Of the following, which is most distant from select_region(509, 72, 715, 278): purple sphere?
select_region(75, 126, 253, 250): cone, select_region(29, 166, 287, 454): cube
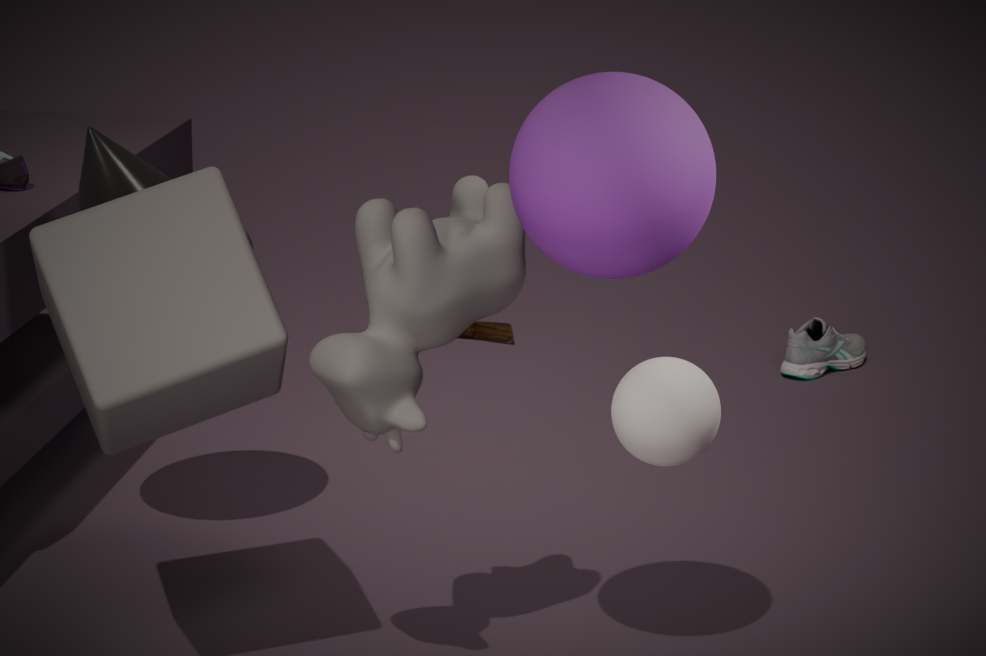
select_region(75, 126, 253, 250): cone
